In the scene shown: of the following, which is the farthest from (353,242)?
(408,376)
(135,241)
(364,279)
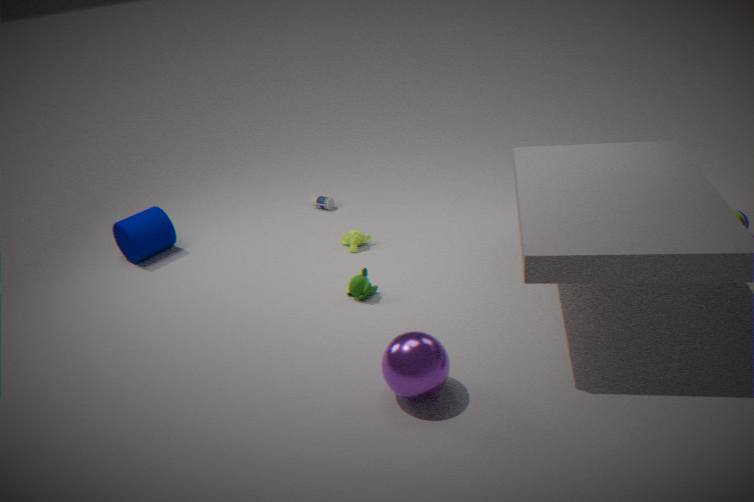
(408,376)
